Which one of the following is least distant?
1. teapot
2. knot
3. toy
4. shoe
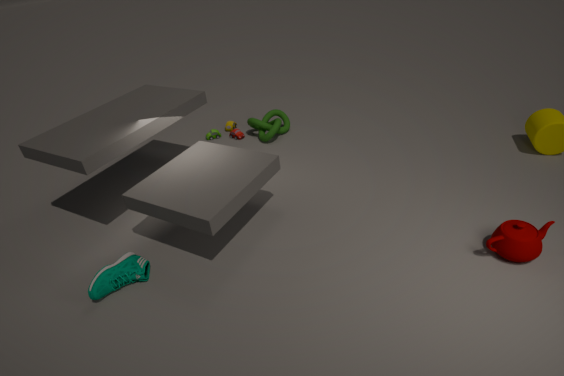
teapot
